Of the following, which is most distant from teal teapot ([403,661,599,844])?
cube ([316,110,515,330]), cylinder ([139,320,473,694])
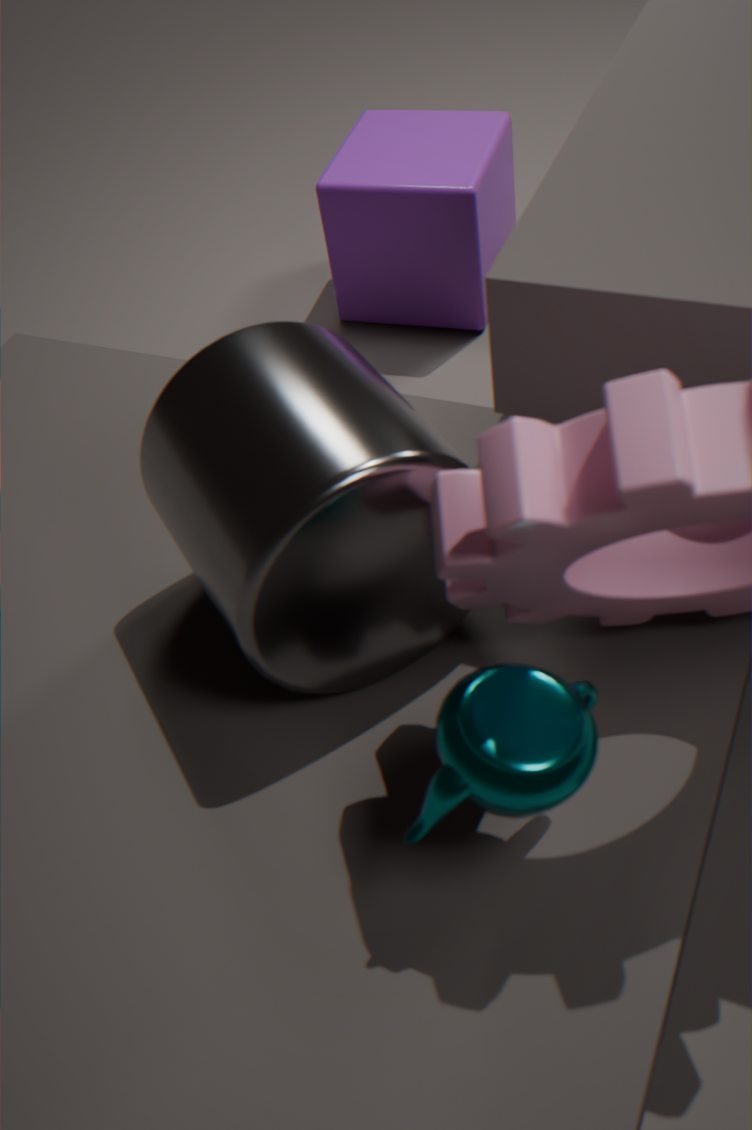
cube ([316,110,515,330])
